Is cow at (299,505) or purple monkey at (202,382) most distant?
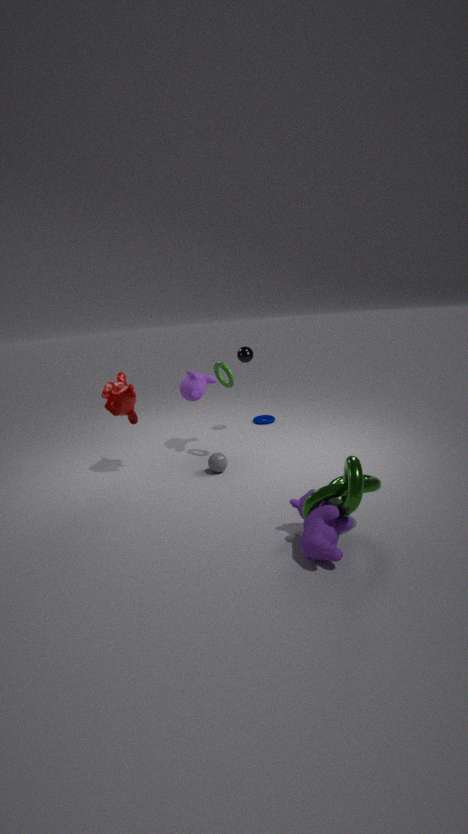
purple monkey at (202,382)
